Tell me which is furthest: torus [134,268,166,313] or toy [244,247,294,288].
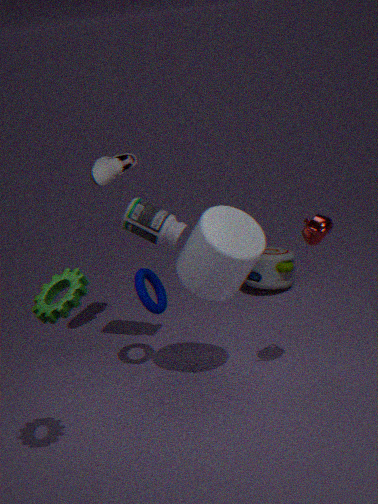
toy [244,247,294,288]
